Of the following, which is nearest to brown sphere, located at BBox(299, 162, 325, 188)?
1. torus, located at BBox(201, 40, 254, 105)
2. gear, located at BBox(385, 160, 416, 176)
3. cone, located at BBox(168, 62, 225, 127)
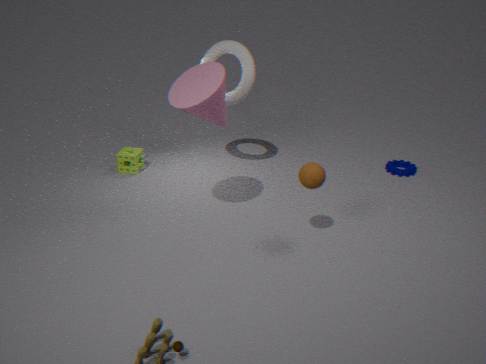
cone, located at BBox(168, 62, 225, 127)
